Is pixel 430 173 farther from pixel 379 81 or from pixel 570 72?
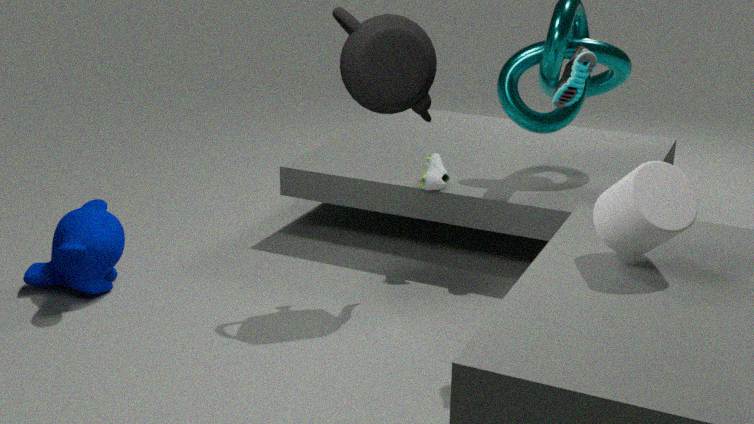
pixel 570 72
